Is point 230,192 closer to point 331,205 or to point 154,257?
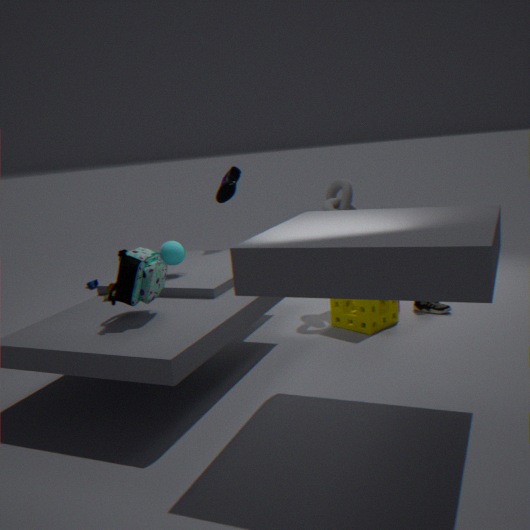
point 331,205
